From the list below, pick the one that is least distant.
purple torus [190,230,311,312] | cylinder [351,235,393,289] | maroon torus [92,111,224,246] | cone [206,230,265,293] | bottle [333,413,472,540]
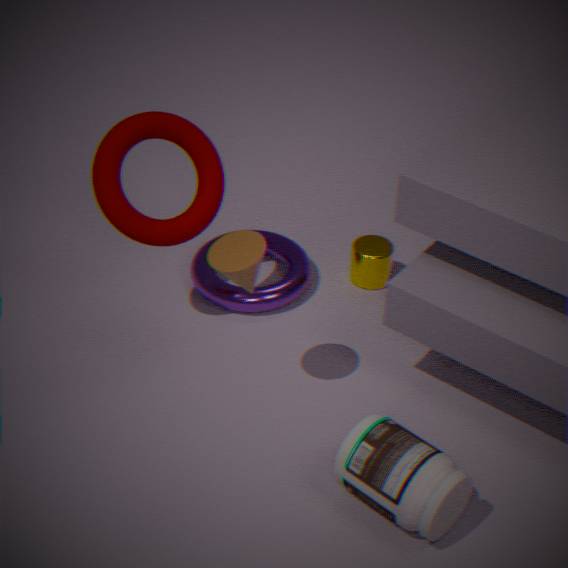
bottle [333,413,472,540]
